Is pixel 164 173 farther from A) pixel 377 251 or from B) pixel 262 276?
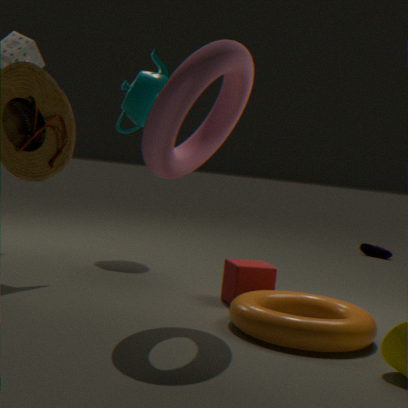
A) pixel 377 251
